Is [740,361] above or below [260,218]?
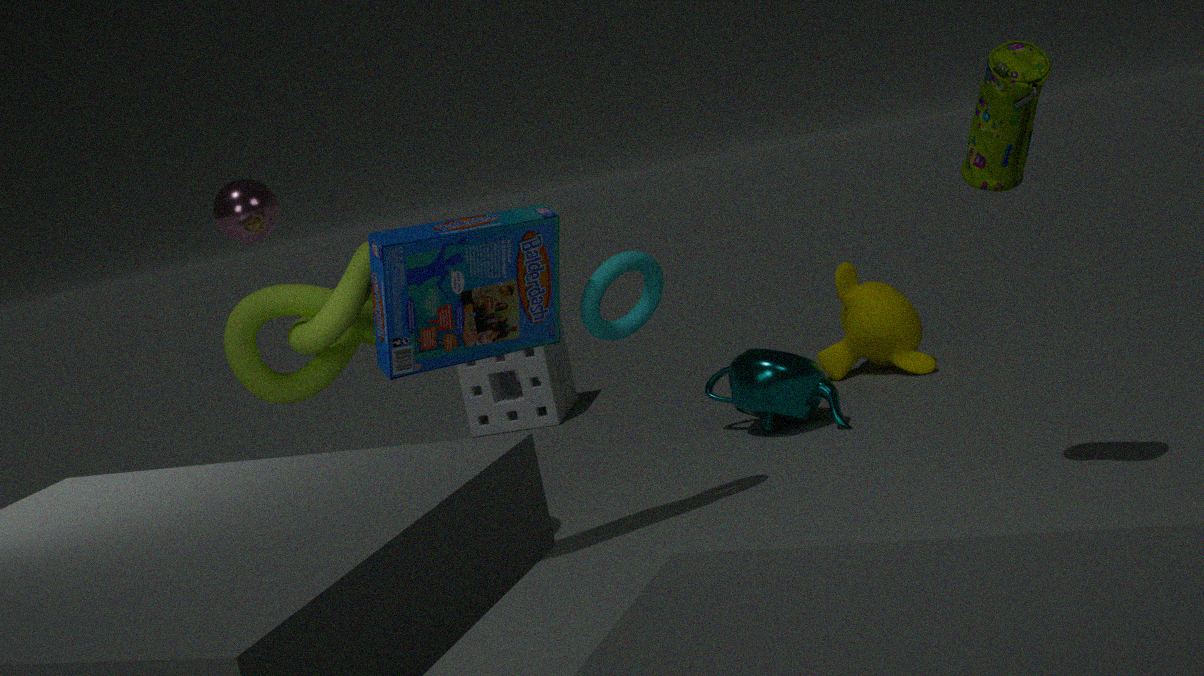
below
